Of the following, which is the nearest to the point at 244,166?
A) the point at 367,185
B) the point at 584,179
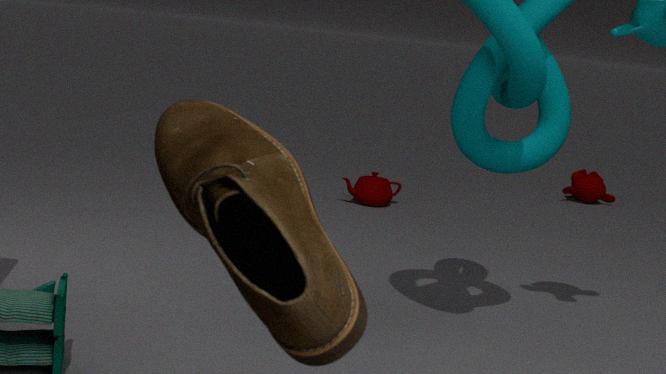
the point at 367,185
